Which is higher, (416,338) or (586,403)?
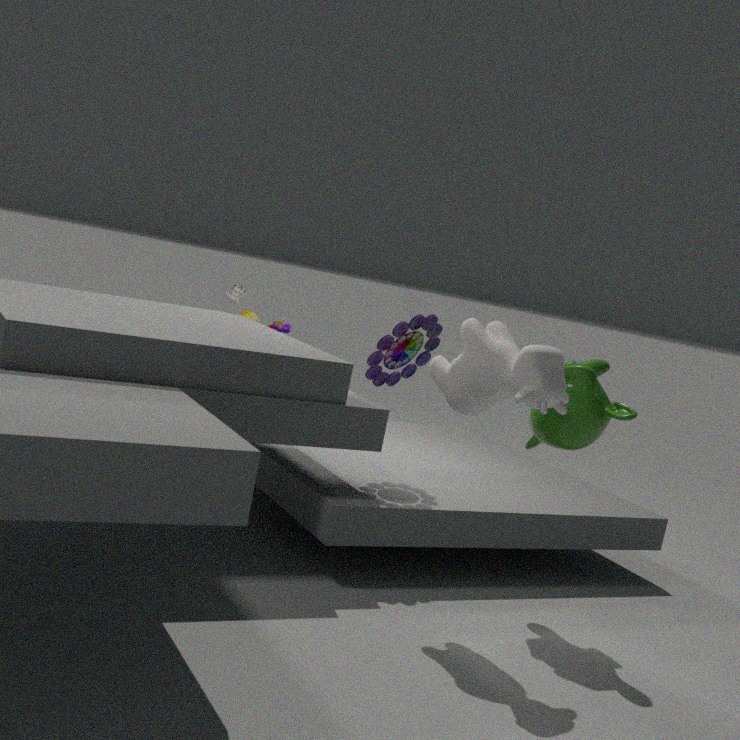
(416,338)
